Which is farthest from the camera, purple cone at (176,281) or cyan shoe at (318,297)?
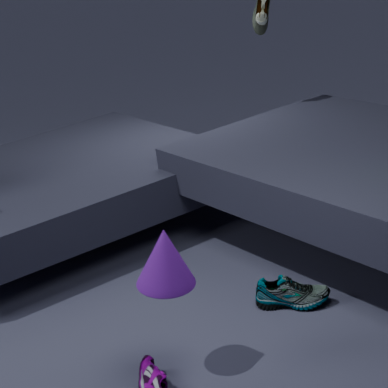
cyan shoe at (318,297)
